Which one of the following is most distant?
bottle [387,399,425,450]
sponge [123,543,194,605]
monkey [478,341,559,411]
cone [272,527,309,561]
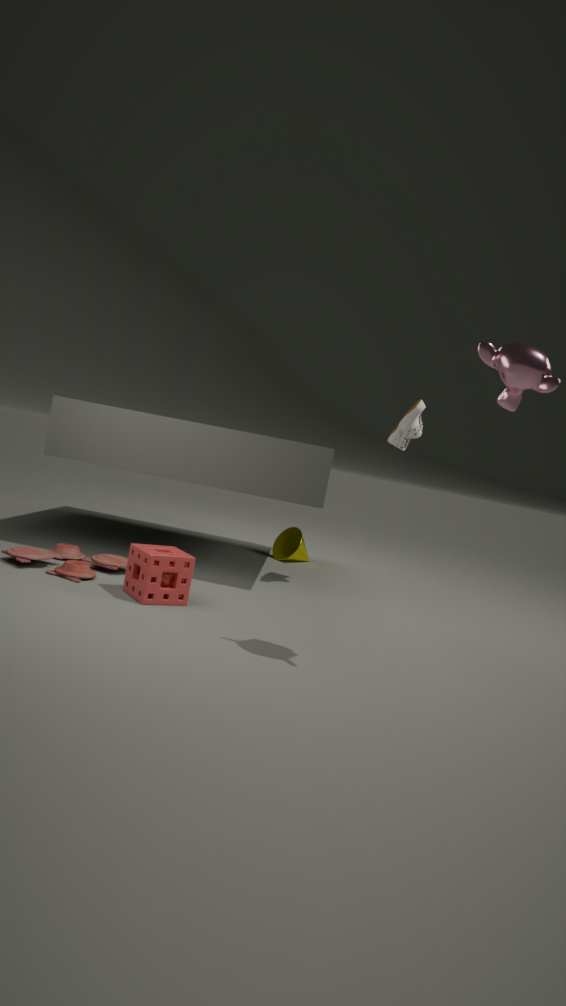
cone [272,527,309,561]
